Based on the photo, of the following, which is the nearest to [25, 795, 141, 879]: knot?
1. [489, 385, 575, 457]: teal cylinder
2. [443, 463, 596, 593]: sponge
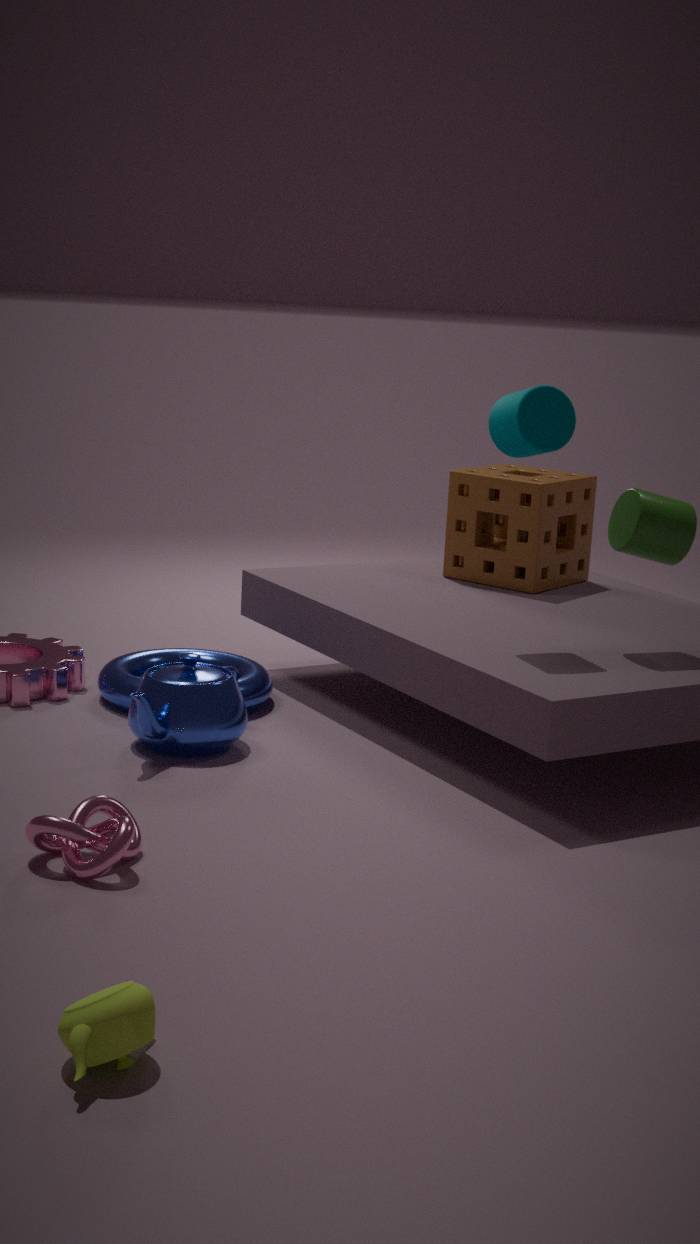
[489, 385, 575, 457]: teal cylinder
